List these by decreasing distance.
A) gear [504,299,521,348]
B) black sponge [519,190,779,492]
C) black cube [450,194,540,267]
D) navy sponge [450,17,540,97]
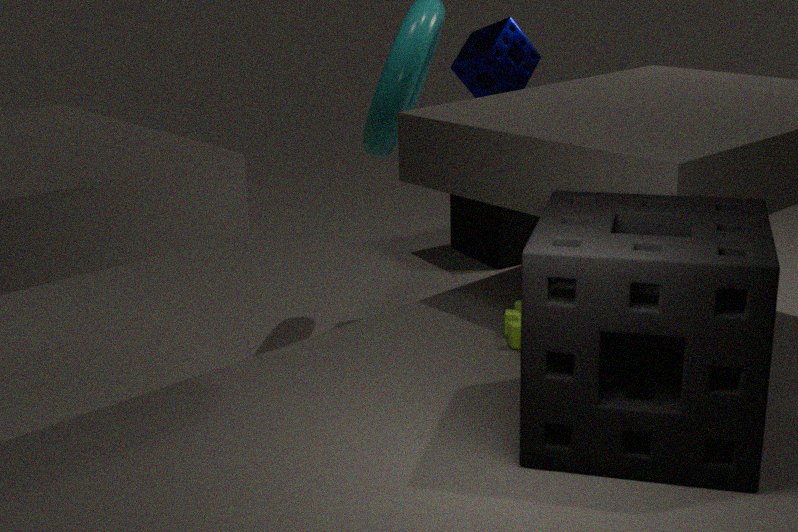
black cube [450,194,540,267] → navy sponge [450,17,540,97] → gear [504,299,521,348] → black sponge [519,190,779,492]
